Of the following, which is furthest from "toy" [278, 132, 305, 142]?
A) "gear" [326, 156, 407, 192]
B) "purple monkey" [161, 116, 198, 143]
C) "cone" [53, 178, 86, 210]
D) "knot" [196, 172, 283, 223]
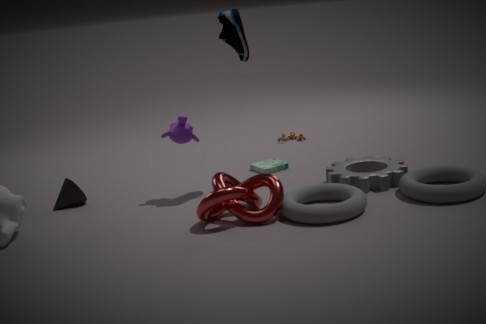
"cone" [53, 178, 86, 210]
